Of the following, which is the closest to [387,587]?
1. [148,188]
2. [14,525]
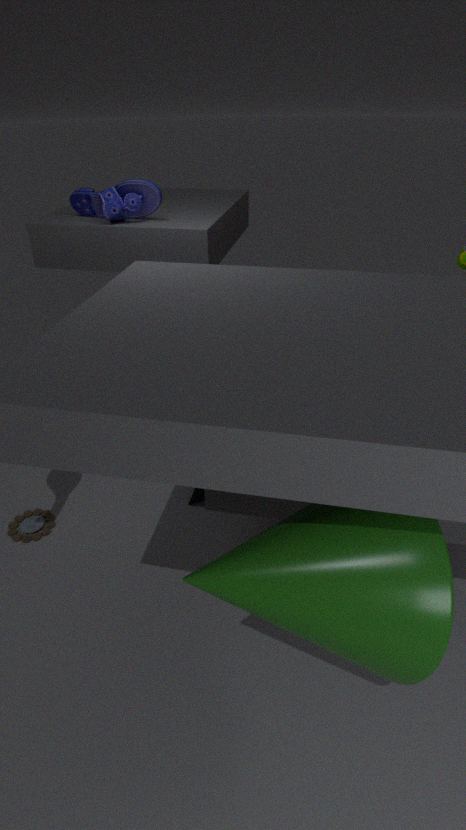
[14,525]
